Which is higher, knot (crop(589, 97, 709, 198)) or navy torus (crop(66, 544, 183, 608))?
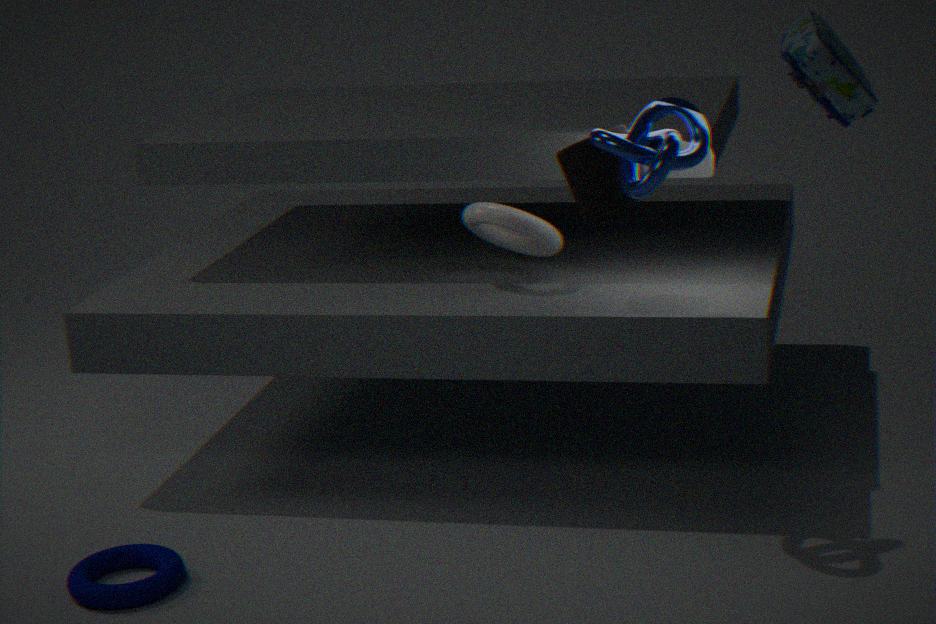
Answer: knot (crop(589, 97, 709, 198))
